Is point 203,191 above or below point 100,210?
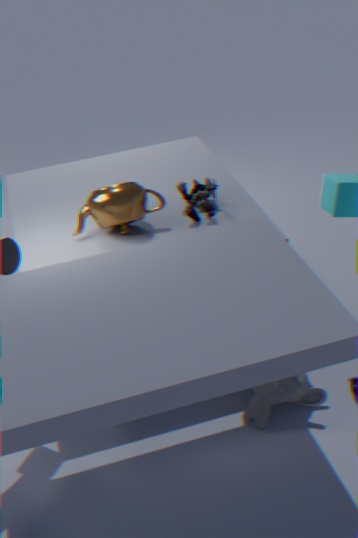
below
